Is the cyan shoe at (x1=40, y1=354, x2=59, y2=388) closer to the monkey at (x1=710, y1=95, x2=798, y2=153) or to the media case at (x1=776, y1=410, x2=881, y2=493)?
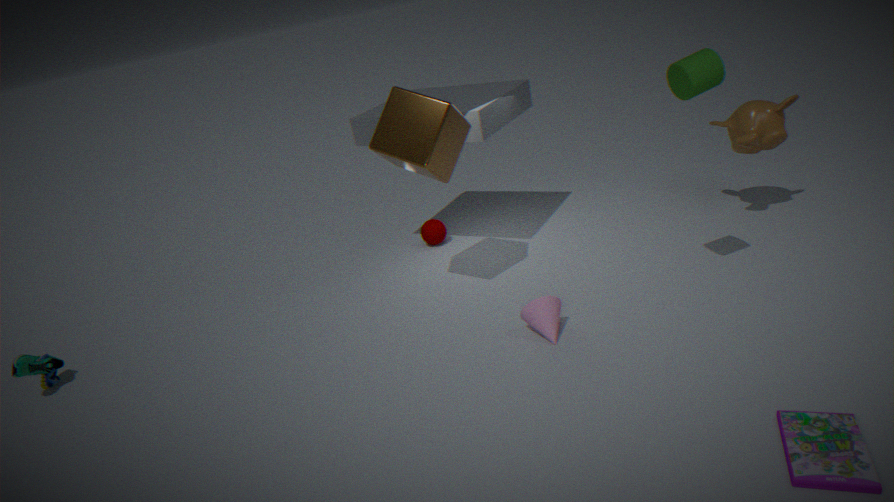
the media case at (x1=776, y1=410, x2=881, y2=493)
